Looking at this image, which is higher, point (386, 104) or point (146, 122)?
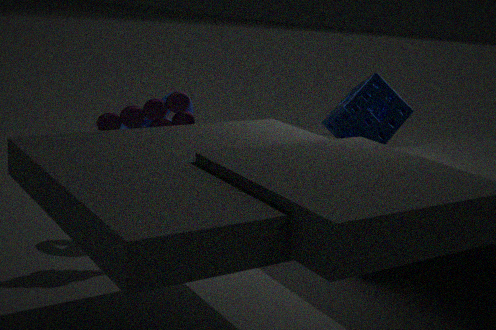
point (386, 104)
